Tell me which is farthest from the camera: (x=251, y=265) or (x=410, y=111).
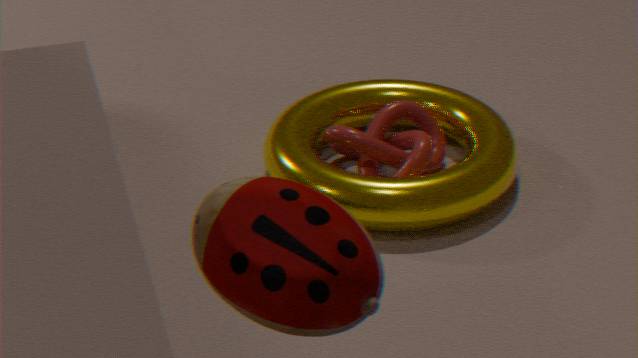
(x=410, y=111)
